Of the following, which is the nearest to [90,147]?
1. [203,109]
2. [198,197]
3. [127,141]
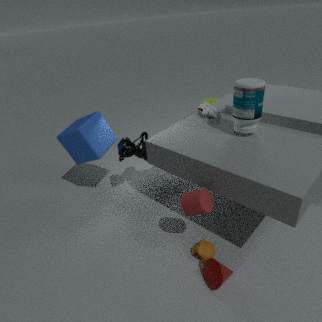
[127,141]
